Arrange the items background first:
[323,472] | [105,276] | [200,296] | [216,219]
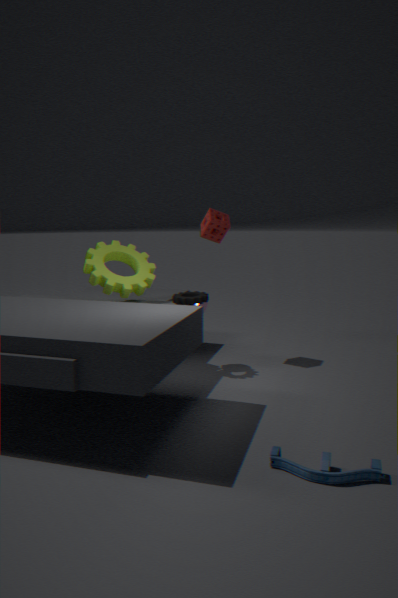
[216,219]
[200,296]
[105,276]
[323,472]
